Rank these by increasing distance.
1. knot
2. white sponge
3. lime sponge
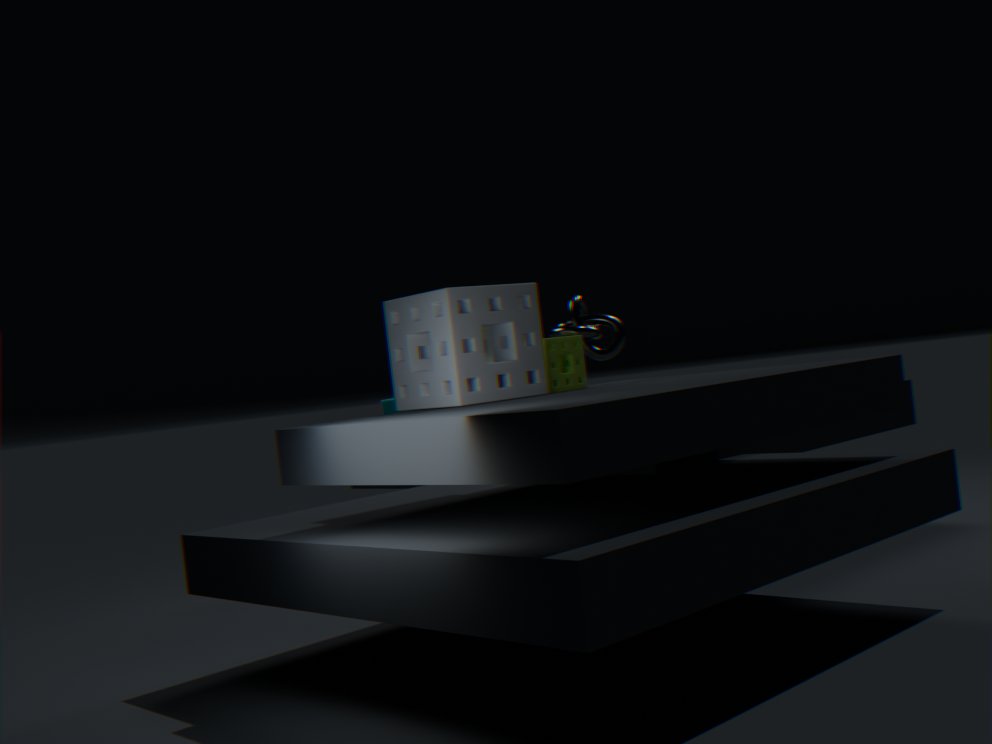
white sponge → lime sponge → knot
